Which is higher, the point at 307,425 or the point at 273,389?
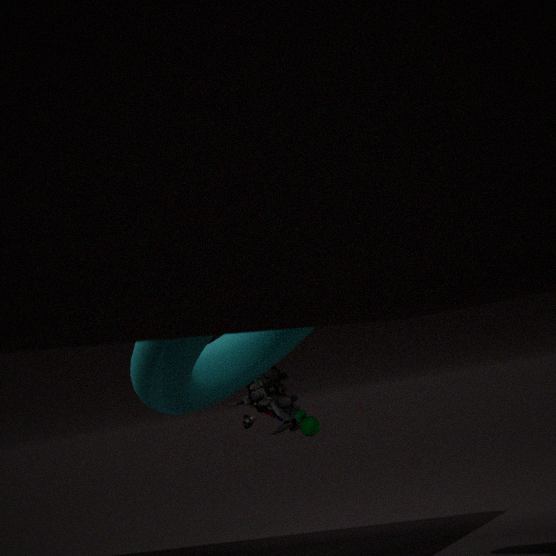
Answer: the point at 273,389
